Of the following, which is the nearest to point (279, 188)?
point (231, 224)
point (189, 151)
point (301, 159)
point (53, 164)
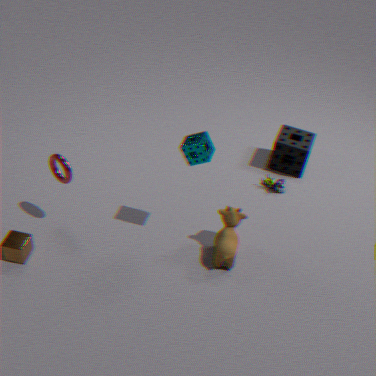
point (301, 159)
